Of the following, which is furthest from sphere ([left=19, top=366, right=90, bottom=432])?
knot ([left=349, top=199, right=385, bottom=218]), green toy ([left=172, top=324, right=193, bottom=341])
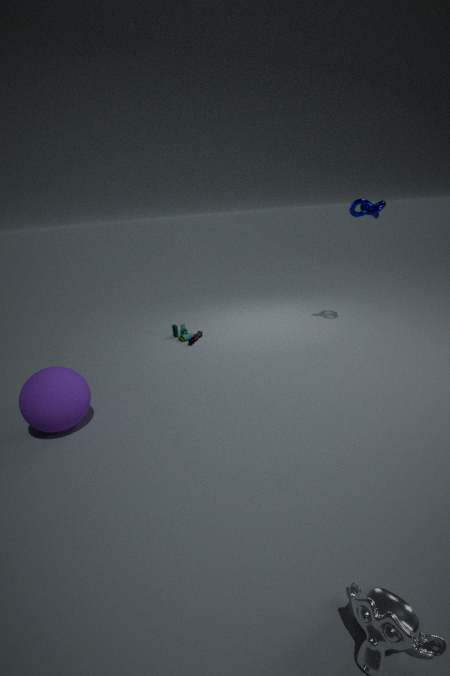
knot ([left=349, top=199, right=385, bottom=218])
